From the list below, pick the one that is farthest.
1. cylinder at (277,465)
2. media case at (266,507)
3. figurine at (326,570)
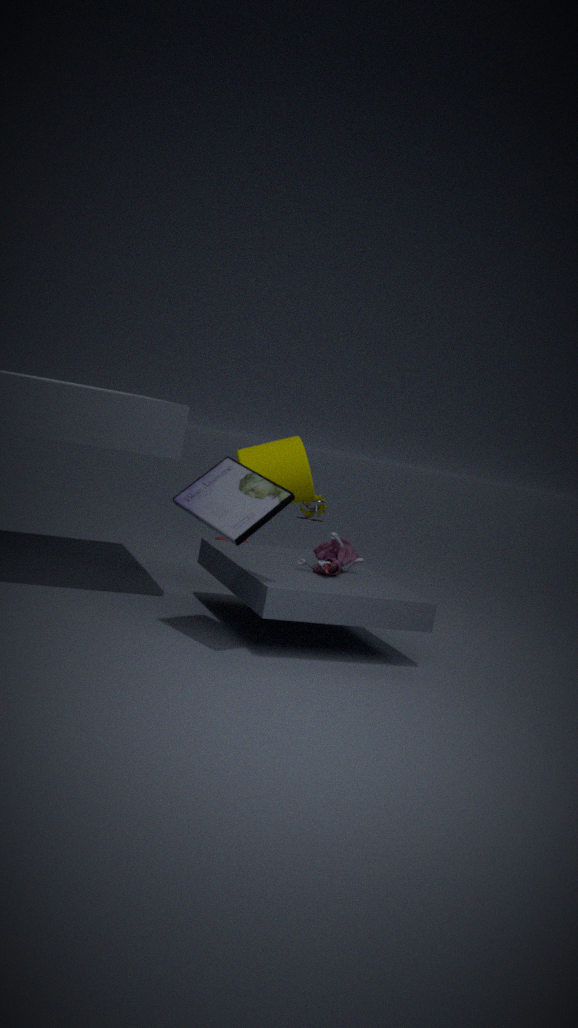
cylinder at (277,465)
